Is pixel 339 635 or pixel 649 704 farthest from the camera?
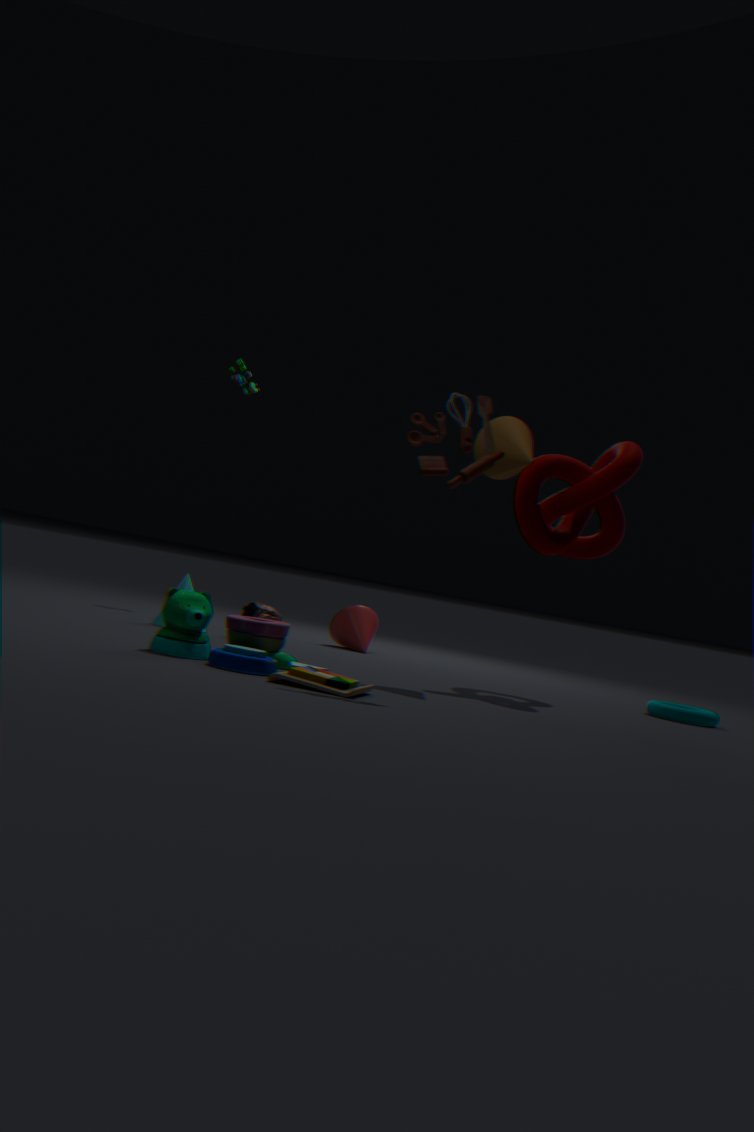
pixel 339 635
